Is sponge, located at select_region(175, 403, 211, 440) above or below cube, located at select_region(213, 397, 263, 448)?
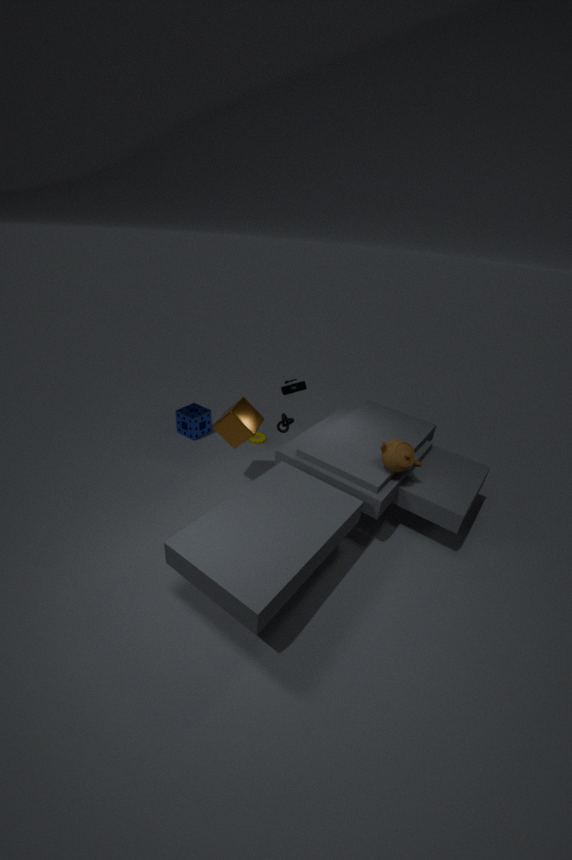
below
